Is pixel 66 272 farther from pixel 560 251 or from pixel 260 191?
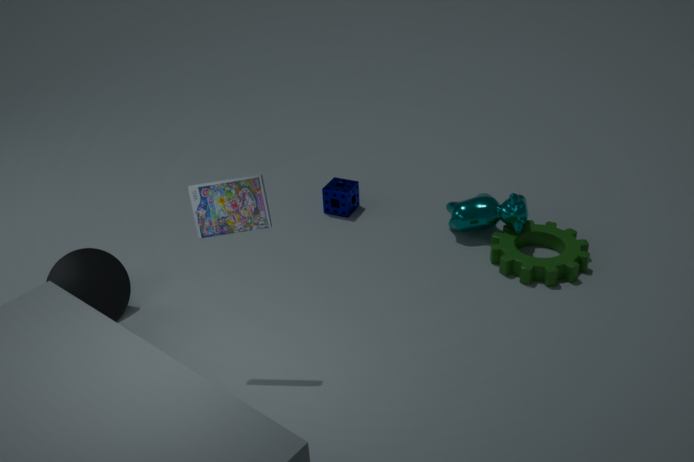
pixel 560 251
